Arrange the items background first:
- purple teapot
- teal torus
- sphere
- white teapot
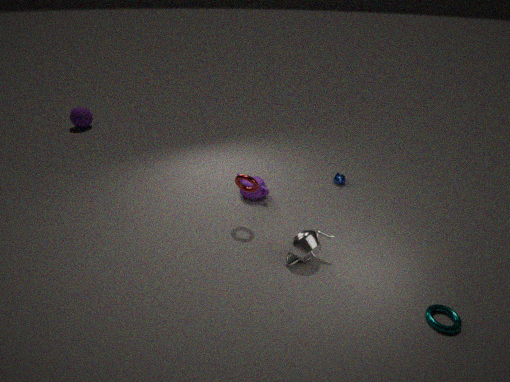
sphere, purple teapot, white teapot, teal torus
